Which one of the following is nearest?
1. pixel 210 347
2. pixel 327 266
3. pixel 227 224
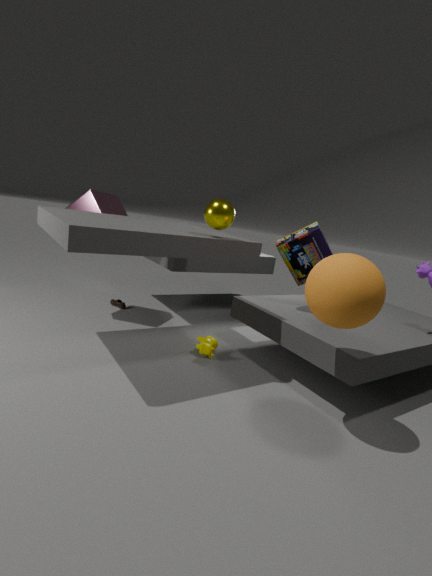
pixel 327 266
